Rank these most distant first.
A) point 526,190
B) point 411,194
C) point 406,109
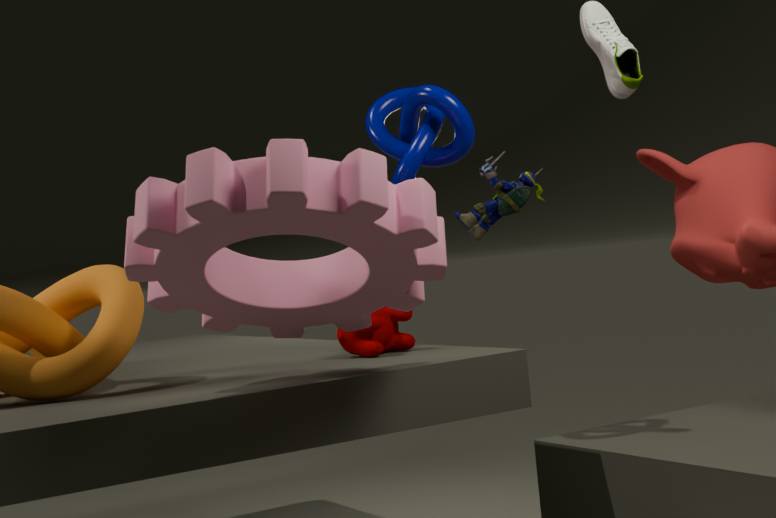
point 526,190 → point 406,109 → point 411,194
